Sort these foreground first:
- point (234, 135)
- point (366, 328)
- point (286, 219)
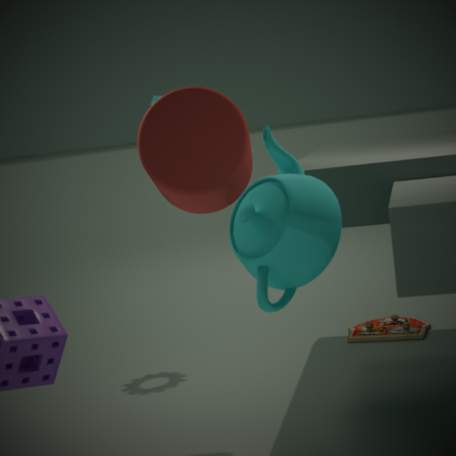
1. point (286, 219)
2. point (234, 135)
3. point (366, 328)
